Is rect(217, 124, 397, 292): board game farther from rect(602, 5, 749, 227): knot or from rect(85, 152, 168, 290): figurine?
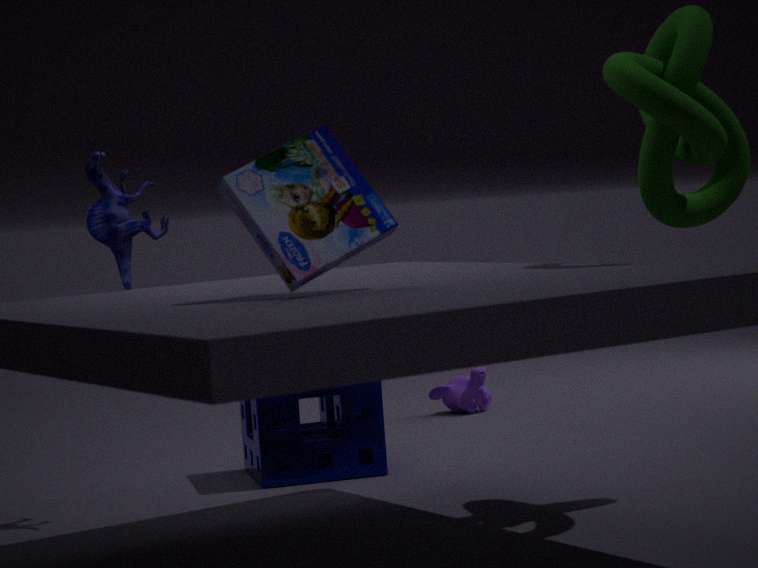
rect(85, 152, 168, 290): figurine
